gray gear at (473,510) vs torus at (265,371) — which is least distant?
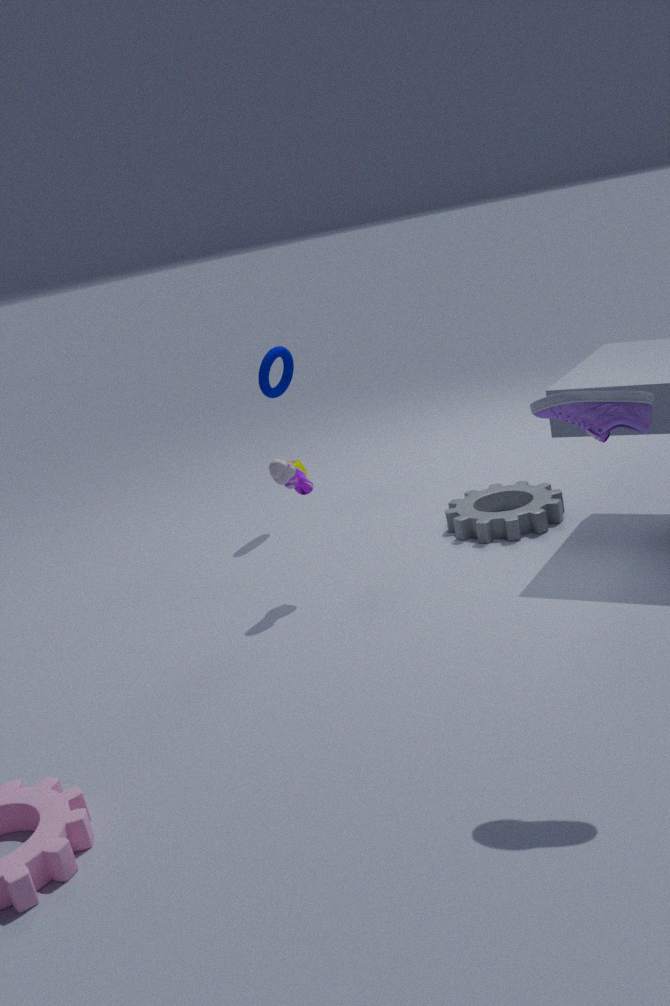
gray gear at (473,510)
